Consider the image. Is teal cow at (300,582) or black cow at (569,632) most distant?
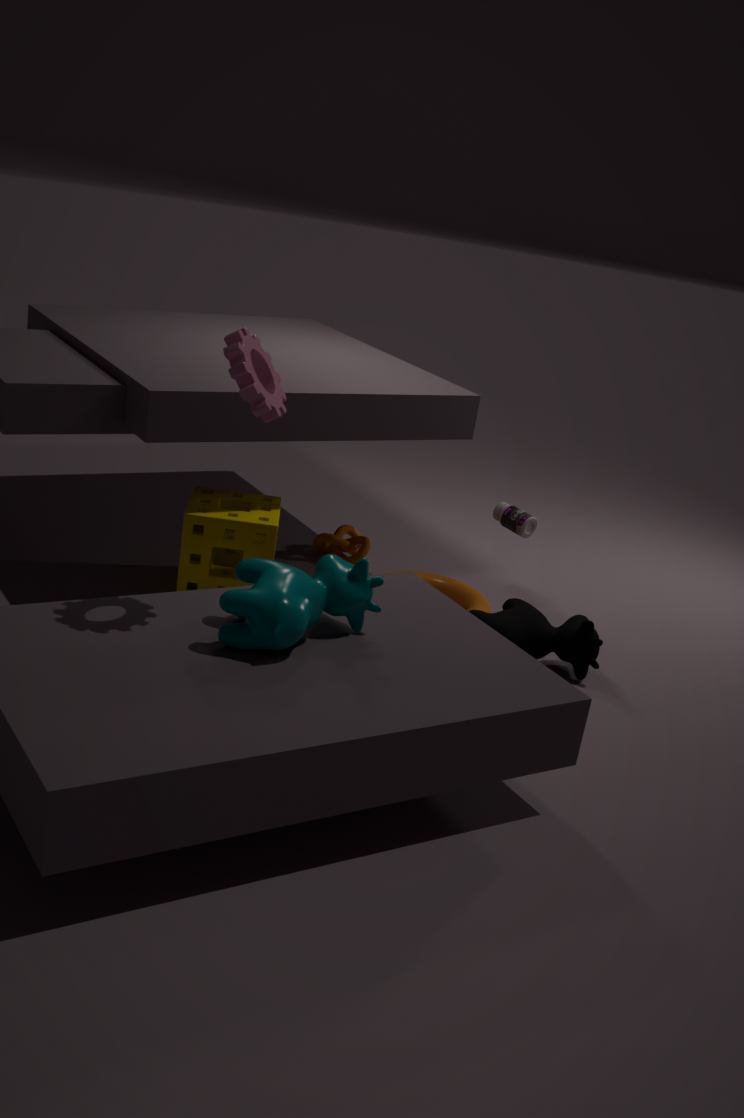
black cow at (569,632)
